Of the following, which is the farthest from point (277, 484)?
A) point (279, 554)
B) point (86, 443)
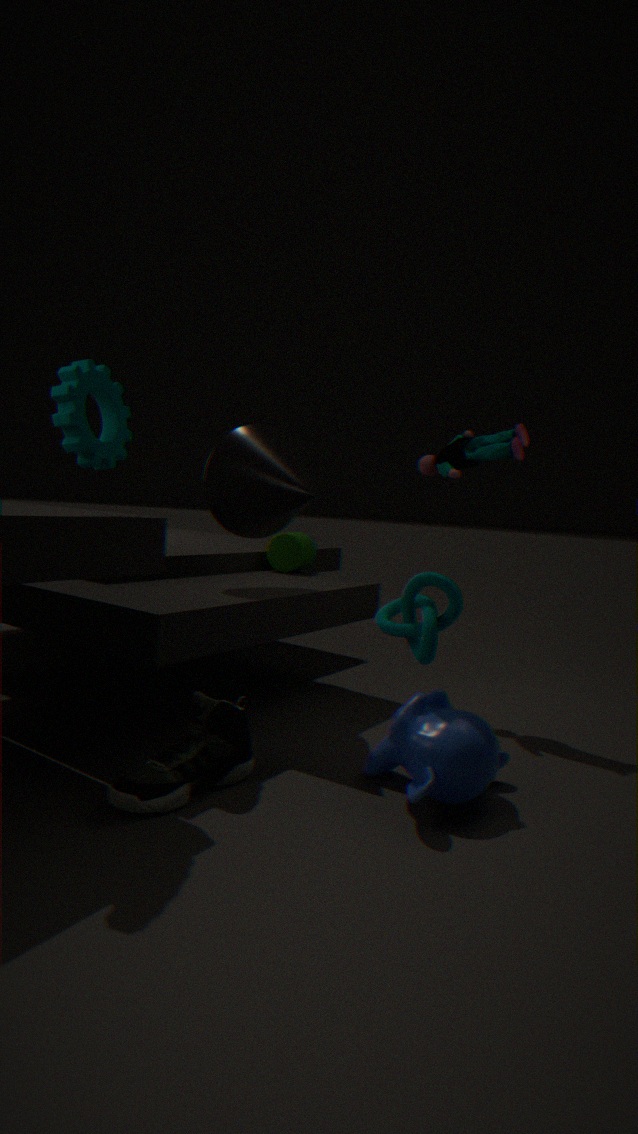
point (86, 443)
